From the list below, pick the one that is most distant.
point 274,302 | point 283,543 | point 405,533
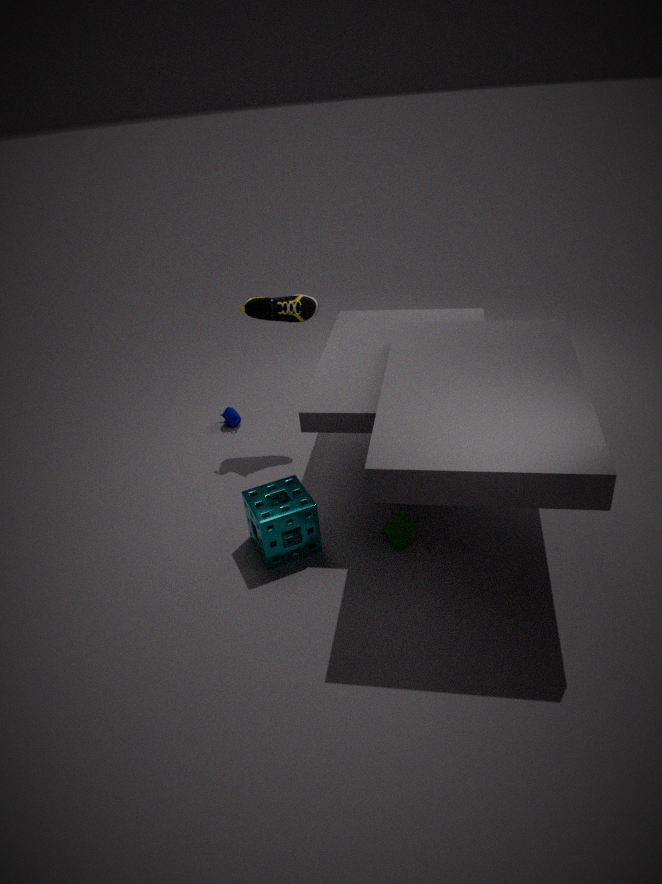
point 274,302
